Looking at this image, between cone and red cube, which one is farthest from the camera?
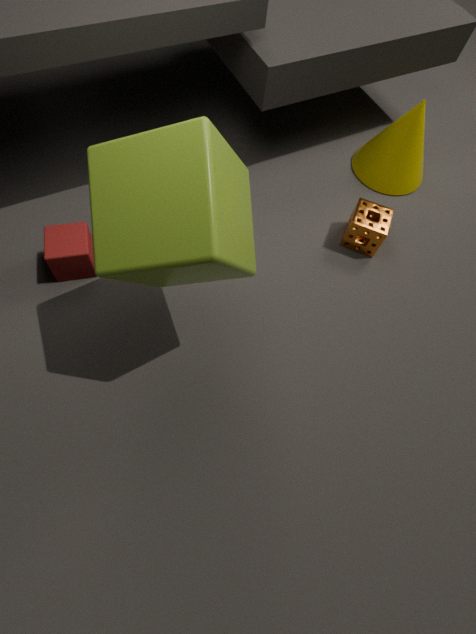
cone
